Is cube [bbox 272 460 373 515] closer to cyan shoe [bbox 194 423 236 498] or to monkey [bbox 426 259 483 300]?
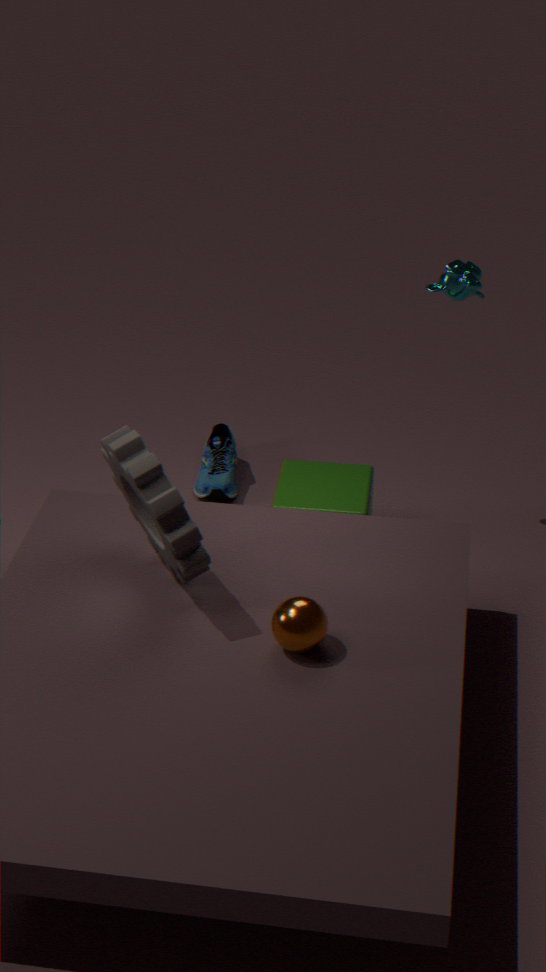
cyan shoe [bbox 194 423 236 498]
